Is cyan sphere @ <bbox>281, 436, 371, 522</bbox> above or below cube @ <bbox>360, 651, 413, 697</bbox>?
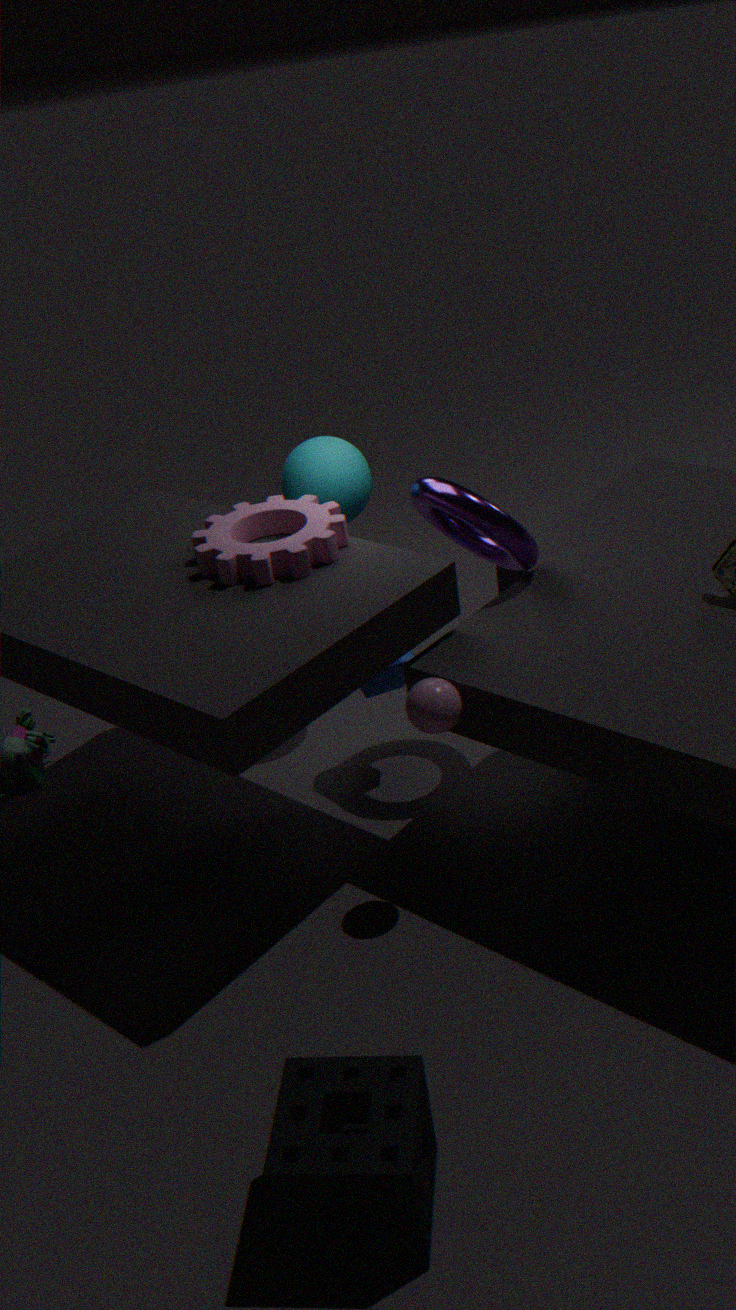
above
